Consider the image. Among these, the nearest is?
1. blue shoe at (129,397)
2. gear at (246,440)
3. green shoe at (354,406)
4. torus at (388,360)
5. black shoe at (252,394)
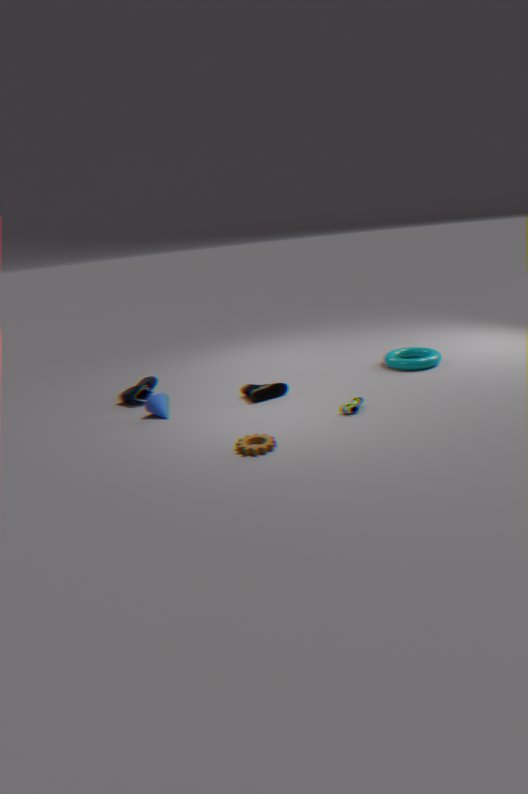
gear at (246,440)
